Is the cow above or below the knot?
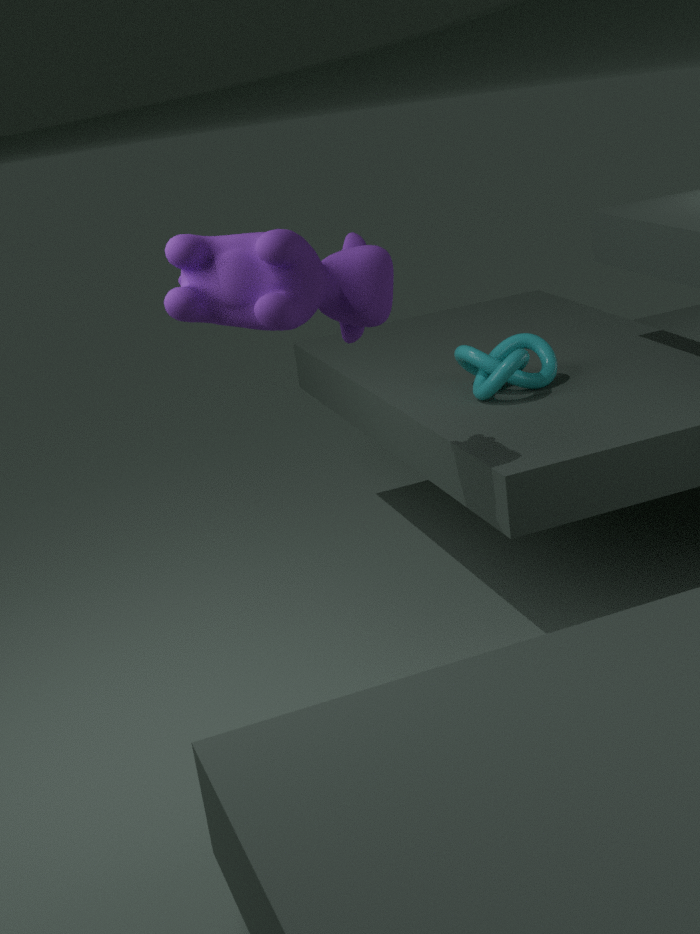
above
